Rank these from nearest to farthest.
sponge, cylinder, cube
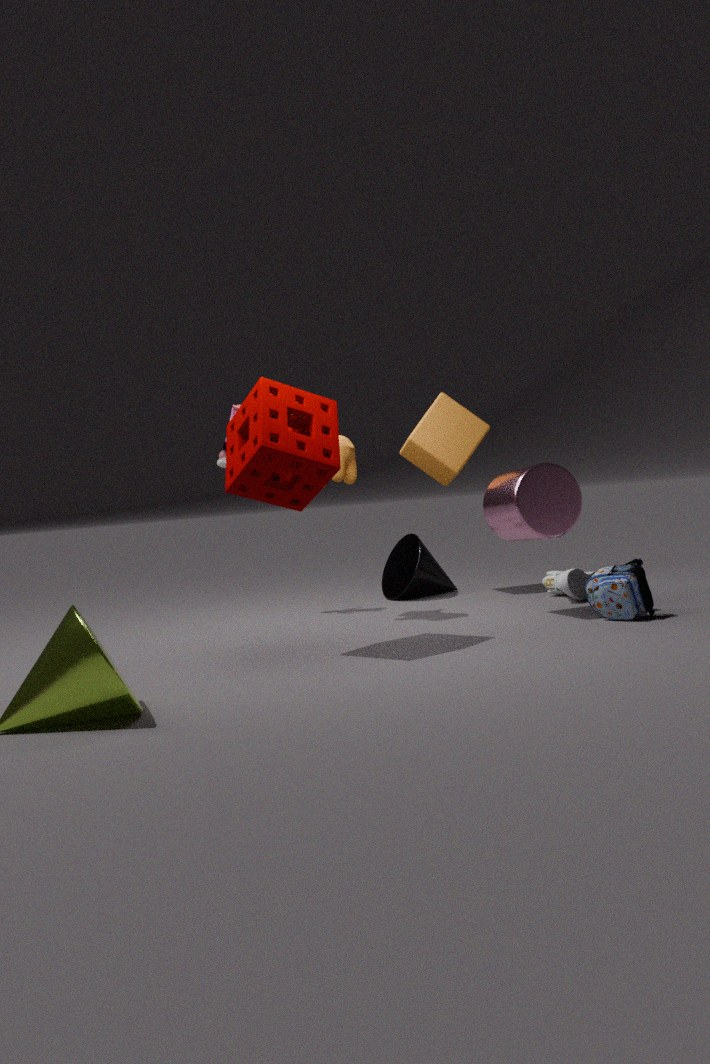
sponge → cylinder → cube
